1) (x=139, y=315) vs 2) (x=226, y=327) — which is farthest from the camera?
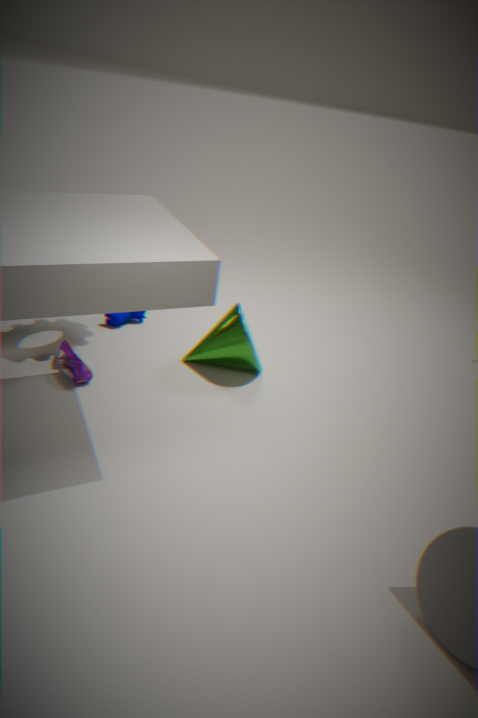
1. (x=139, y=315)
